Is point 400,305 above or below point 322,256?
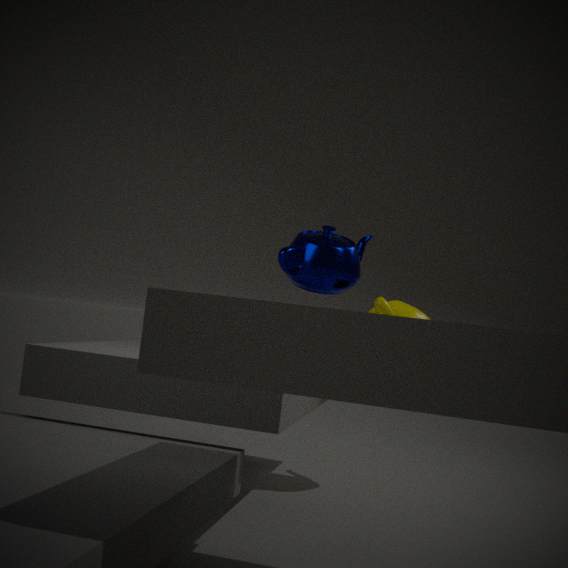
below
